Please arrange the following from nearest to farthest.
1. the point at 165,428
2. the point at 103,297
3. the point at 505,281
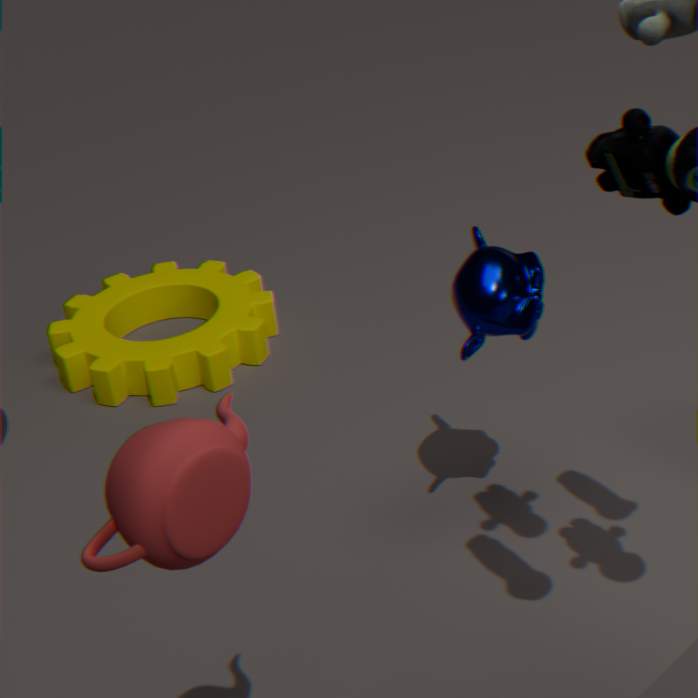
the point at 165,428, the point at 505,281, the point at 103,297
